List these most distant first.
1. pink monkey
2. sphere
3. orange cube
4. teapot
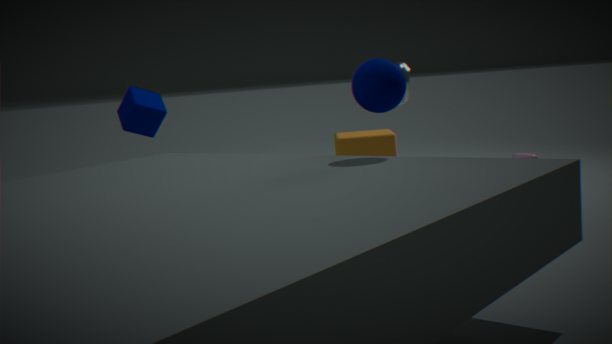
orange cube, pink monkey, teapot, sphere
